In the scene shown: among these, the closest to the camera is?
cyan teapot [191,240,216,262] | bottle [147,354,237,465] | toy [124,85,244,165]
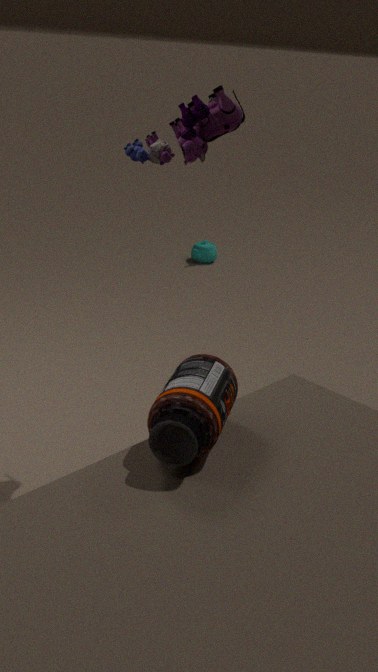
bottle [147,354,237,465]
